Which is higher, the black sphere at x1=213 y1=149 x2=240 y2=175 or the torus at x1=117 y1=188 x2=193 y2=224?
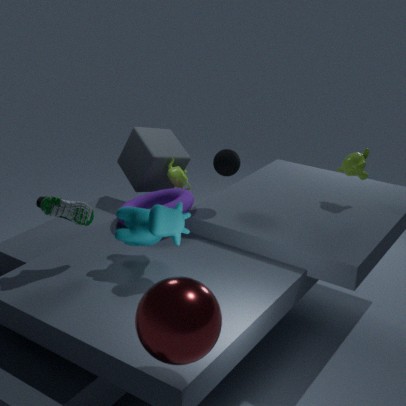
the black sphere at x1=213 y1=149 x2=240 y2=175
